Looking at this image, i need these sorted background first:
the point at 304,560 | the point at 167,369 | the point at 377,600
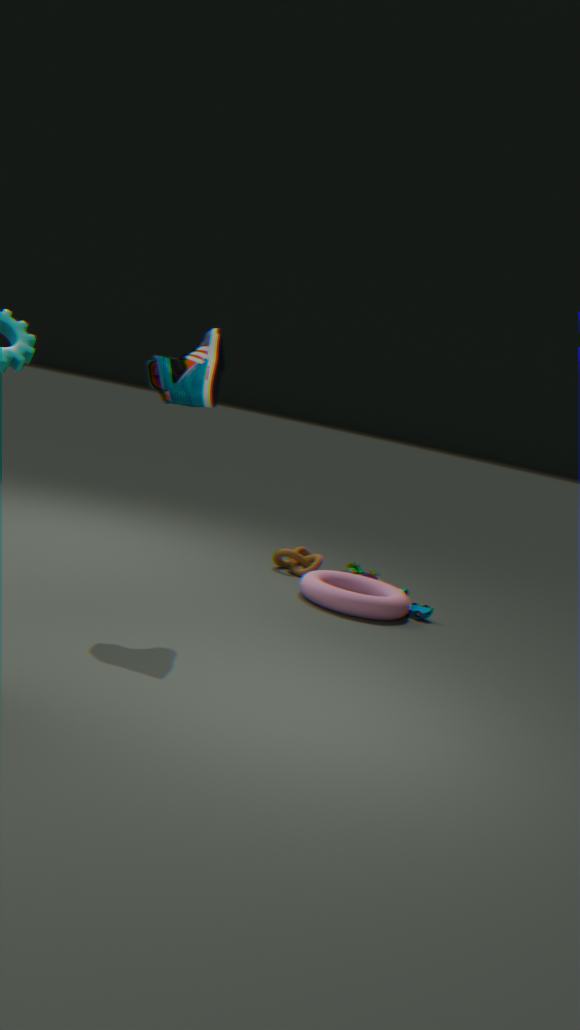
the point at 304,560, the point at 377,600, the point at 167,369
